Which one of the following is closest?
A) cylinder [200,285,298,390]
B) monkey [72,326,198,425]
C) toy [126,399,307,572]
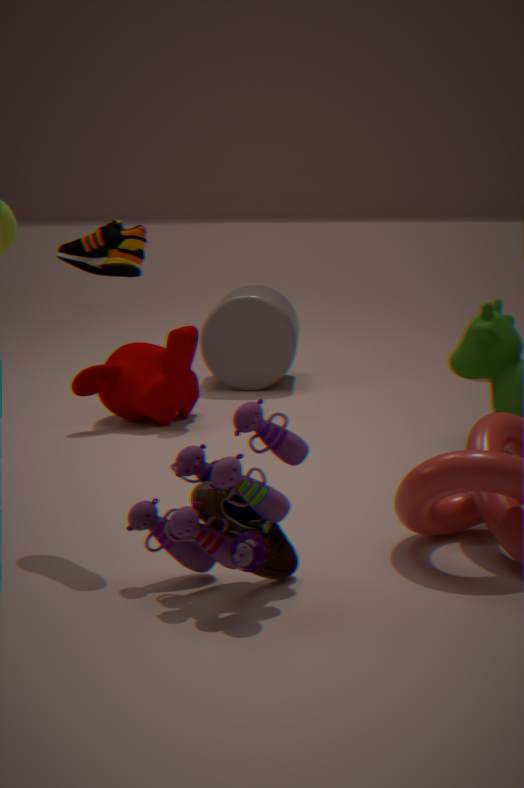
toy [126,399,307,572]
